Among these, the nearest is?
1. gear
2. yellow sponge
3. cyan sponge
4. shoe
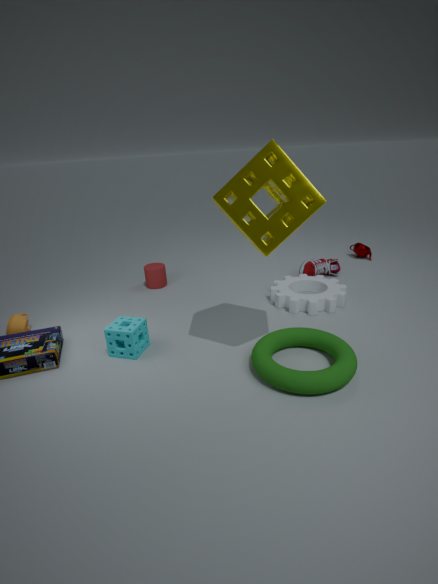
yellow sponge
